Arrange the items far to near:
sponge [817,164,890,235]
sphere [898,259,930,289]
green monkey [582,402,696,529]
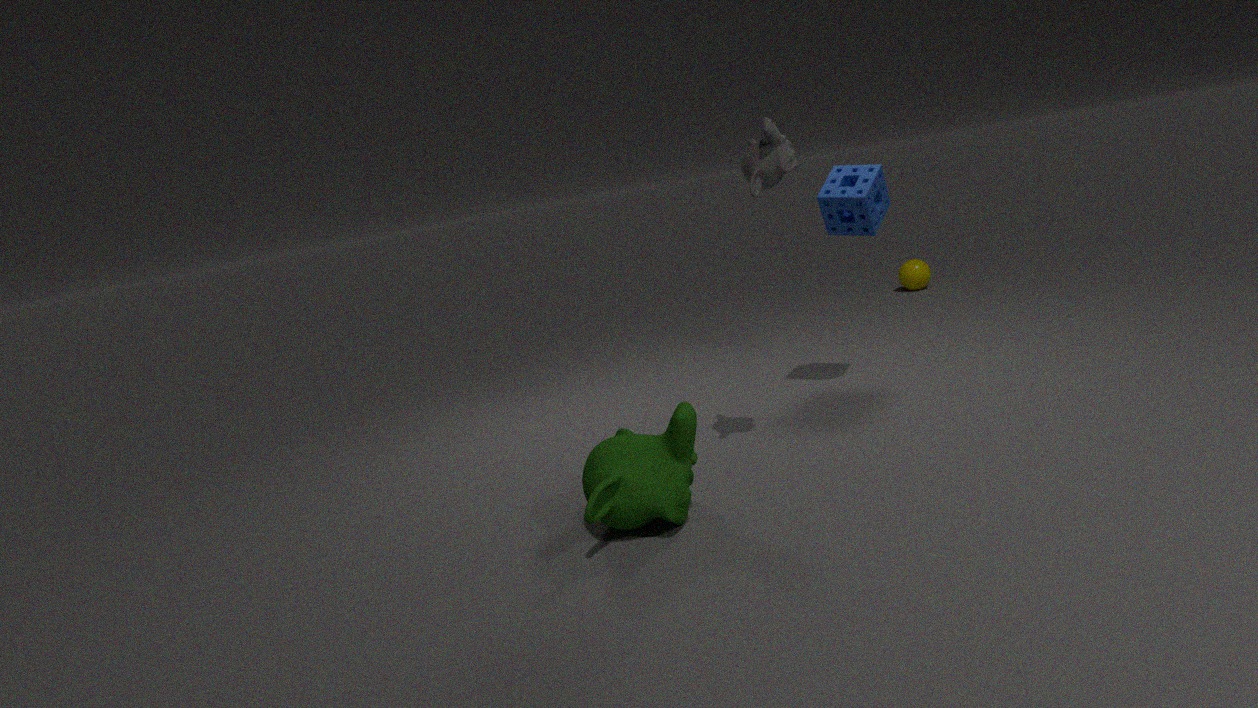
sphere [898,259,930,289], sponge [817,164,890,235], green monkey [582,402,696,529]
